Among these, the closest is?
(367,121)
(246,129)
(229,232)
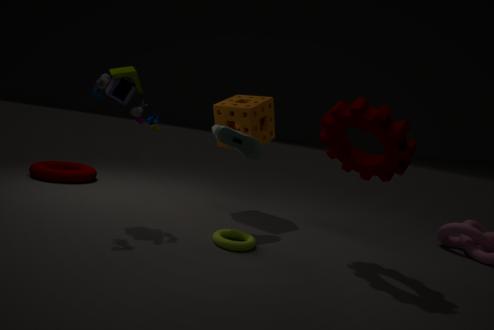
(367,121)
